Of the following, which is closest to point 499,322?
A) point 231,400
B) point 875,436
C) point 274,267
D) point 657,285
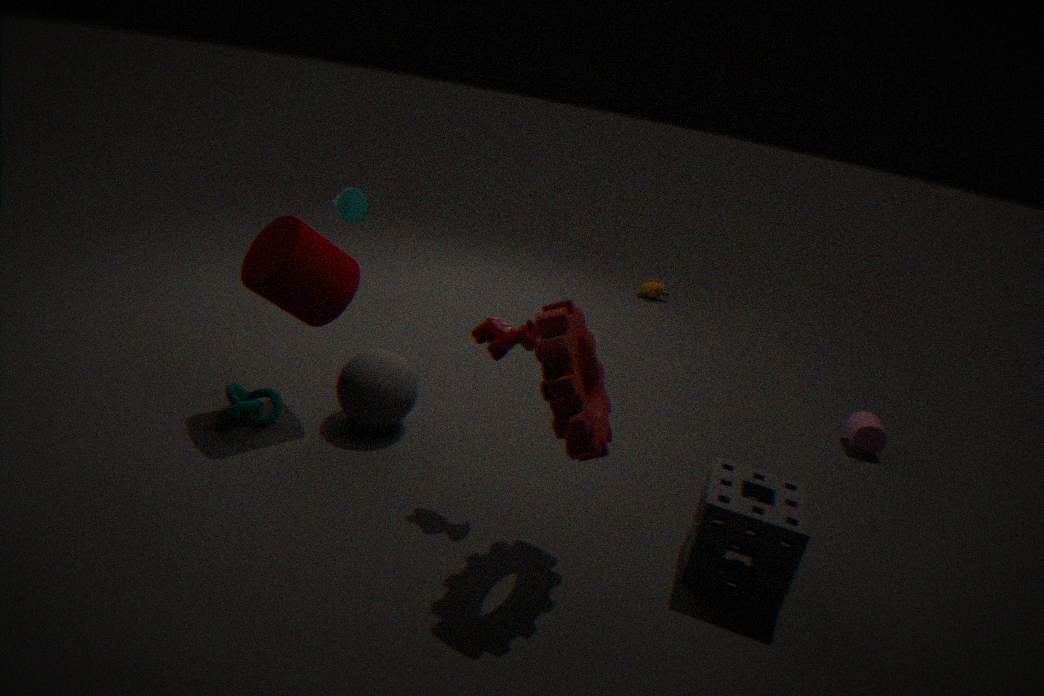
point 274,267
